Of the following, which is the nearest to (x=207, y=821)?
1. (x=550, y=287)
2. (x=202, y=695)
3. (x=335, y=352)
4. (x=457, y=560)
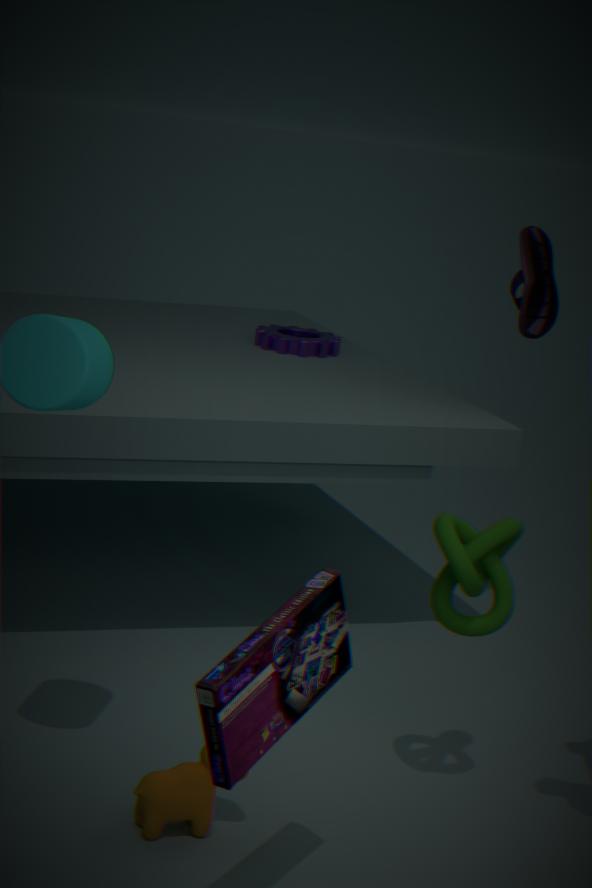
(x=202, y=695)
